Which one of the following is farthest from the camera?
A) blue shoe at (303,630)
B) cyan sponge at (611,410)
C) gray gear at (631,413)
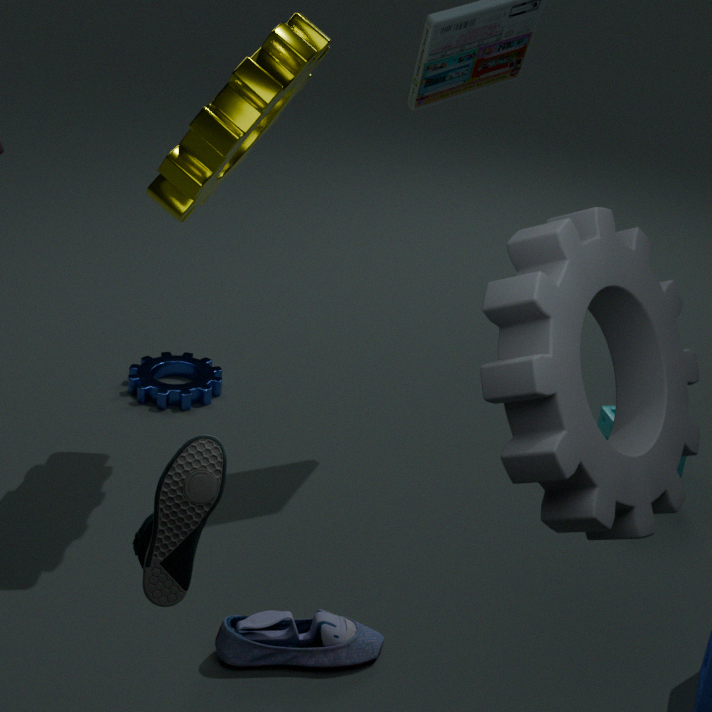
cyan sponge at (611,410)
